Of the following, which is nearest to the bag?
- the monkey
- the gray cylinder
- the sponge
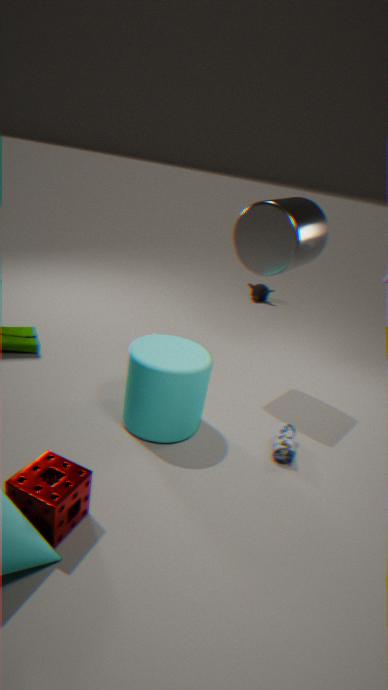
the gray cylinder
